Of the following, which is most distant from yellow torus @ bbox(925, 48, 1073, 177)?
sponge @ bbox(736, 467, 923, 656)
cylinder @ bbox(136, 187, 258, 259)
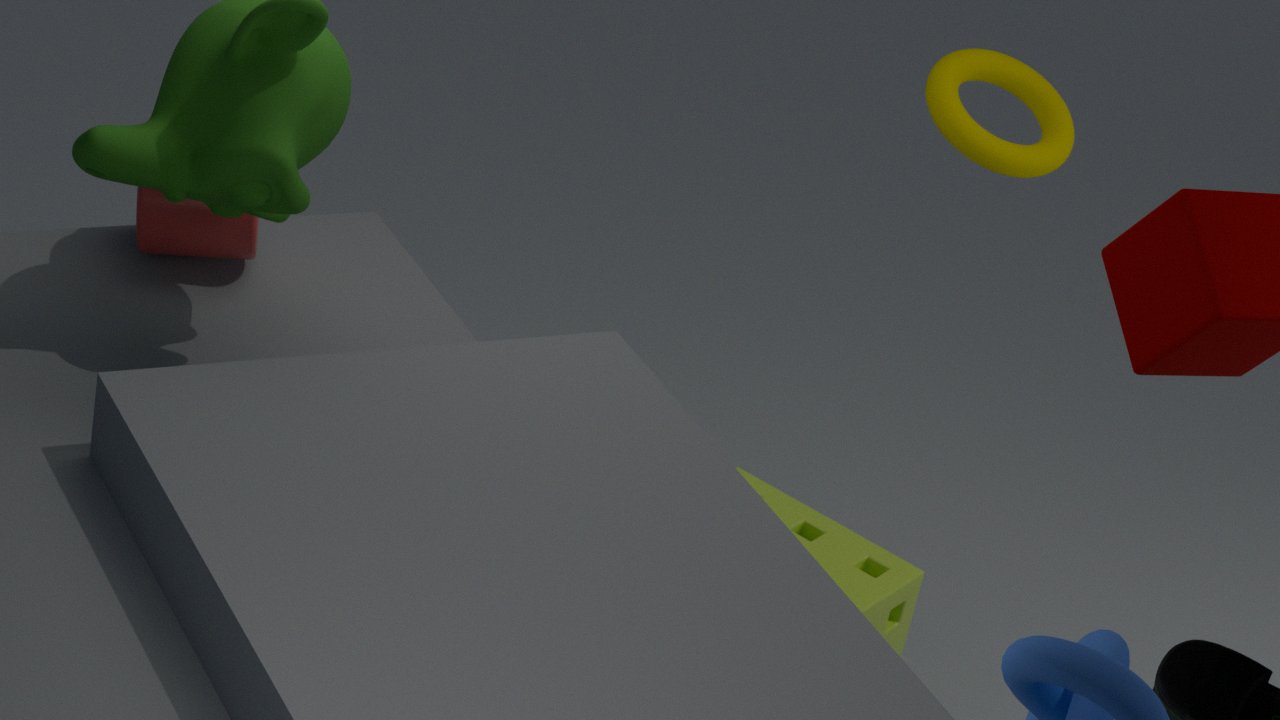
cylinder @ bbox(136, 187, 258, 259)
